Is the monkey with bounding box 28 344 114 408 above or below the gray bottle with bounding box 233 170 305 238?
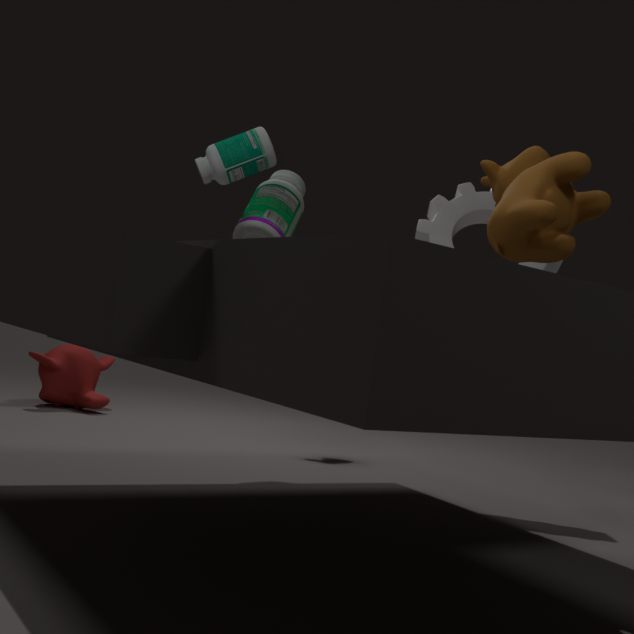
below
